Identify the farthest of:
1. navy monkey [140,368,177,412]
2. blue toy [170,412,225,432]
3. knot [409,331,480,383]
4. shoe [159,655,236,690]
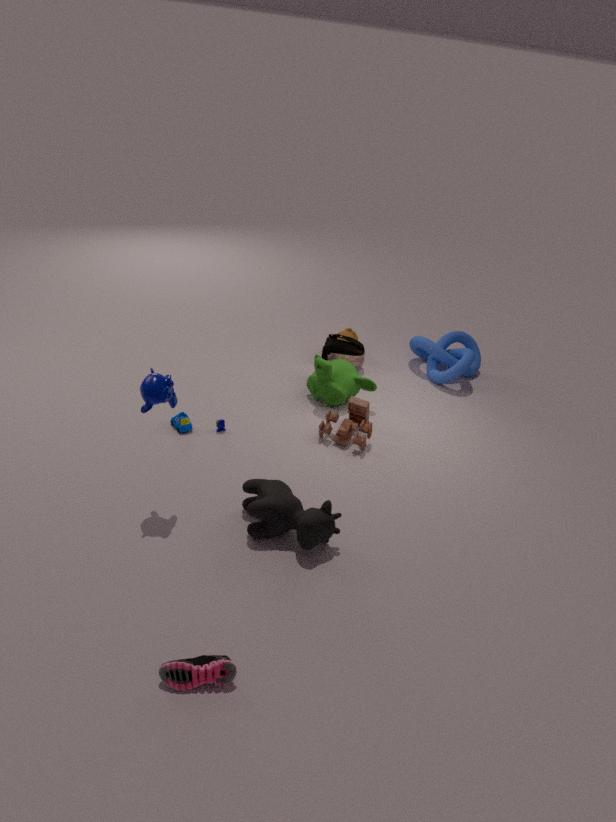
knot [409,331,480,383]
